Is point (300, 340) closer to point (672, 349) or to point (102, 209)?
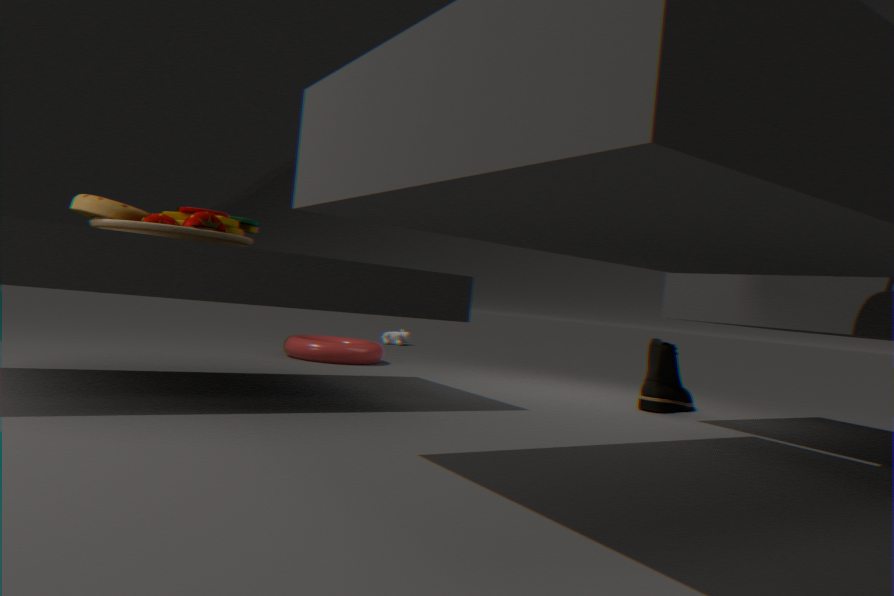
point (102, 209)
